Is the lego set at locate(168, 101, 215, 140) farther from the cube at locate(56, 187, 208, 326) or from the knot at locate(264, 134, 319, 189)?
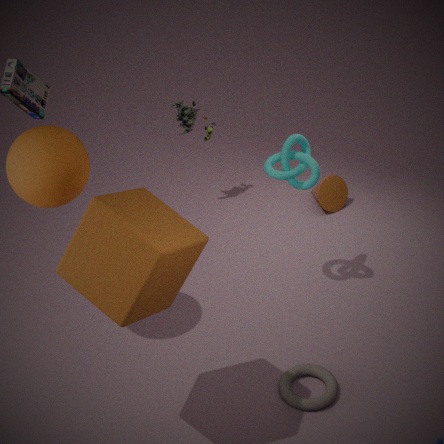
the cube at locate(56, 187, 208, 326)
